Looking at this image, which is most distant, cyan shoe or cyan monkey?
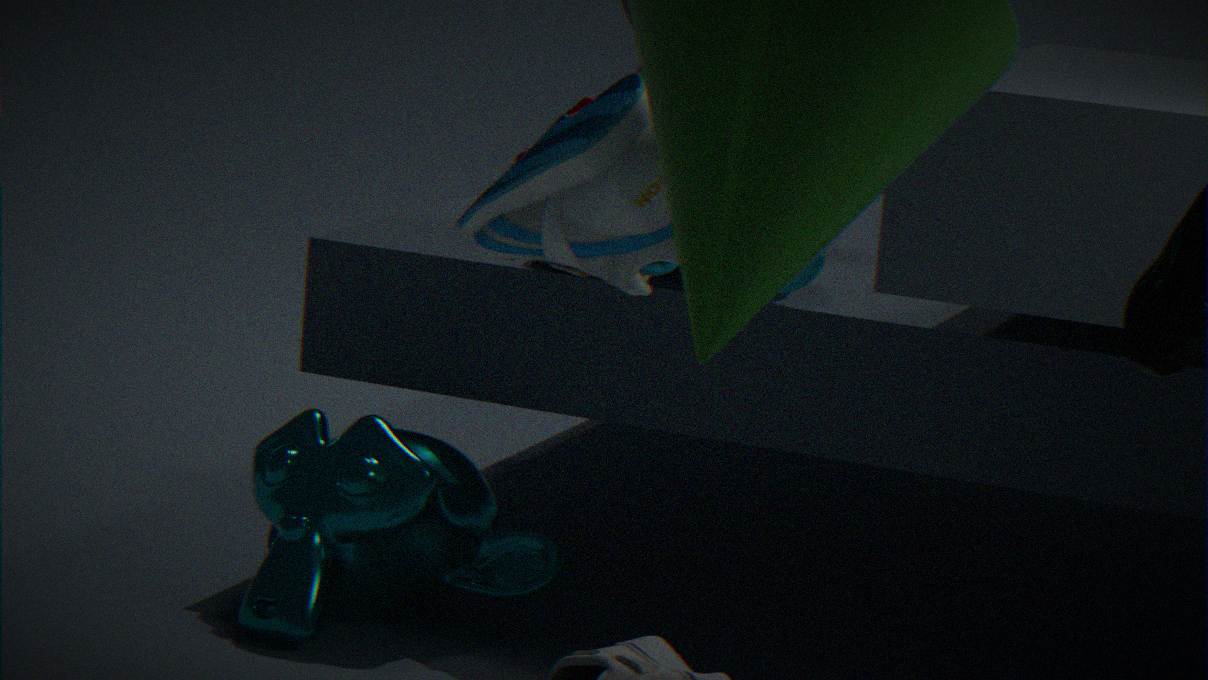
cyan monkey
